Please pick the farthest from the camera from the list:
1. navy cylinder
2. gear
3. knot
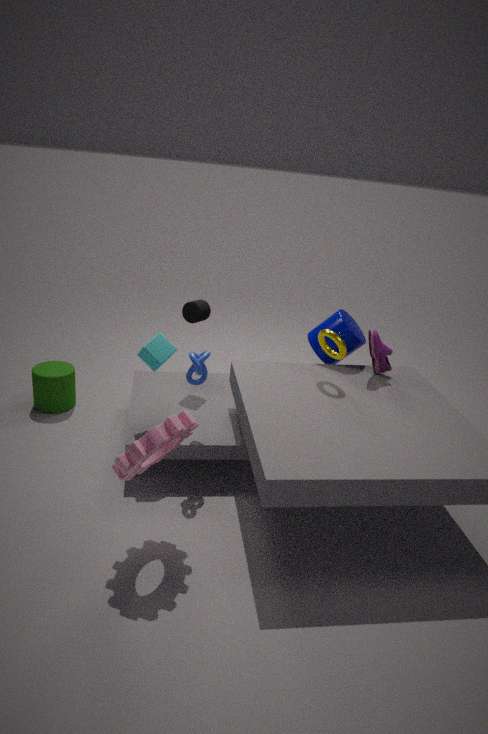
navy cylinder
